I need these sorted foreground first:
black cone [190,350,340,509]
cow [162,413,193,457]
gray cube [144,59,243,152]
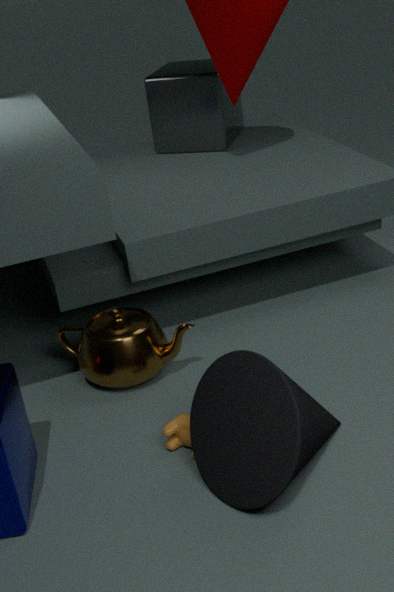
1. black cone [190,350,340,509]
2. cow [162,413,193,457]
3. gray cube [144,59,243,152]
